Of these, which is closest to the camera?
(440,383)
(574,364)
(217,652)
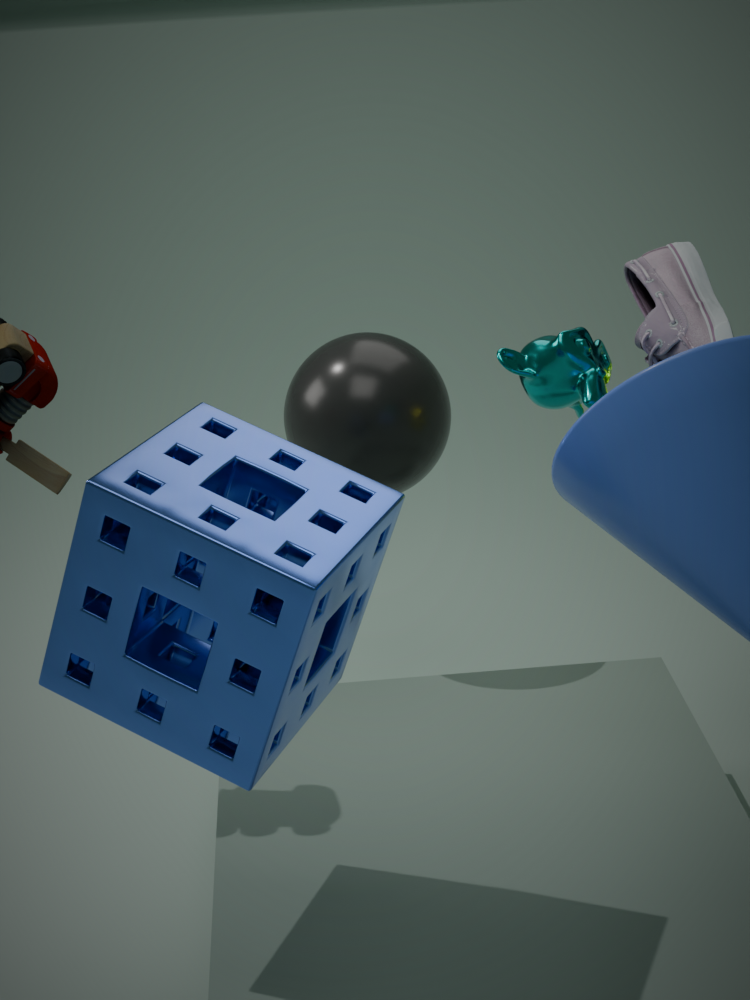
(217,652)
